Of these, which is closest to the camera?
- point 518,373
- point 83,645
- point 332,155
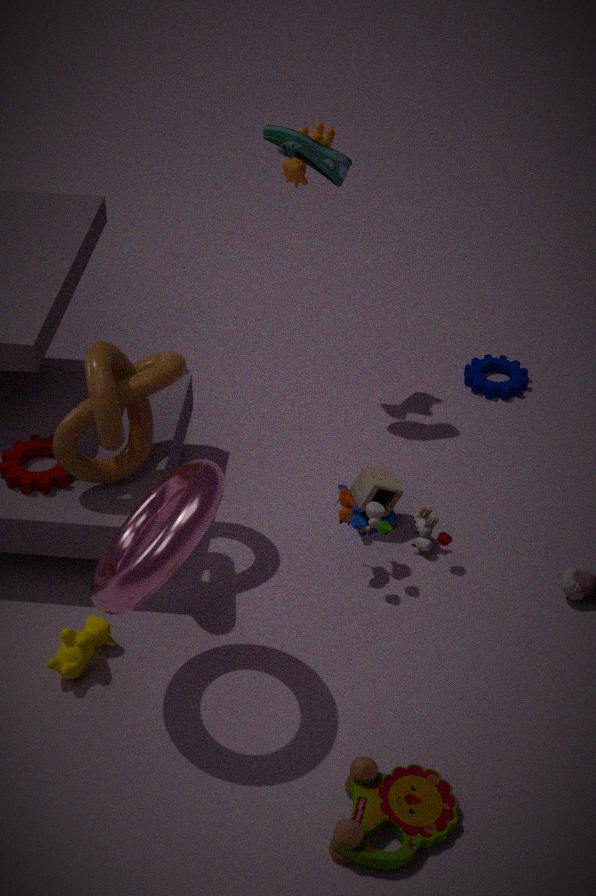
point 83,645
